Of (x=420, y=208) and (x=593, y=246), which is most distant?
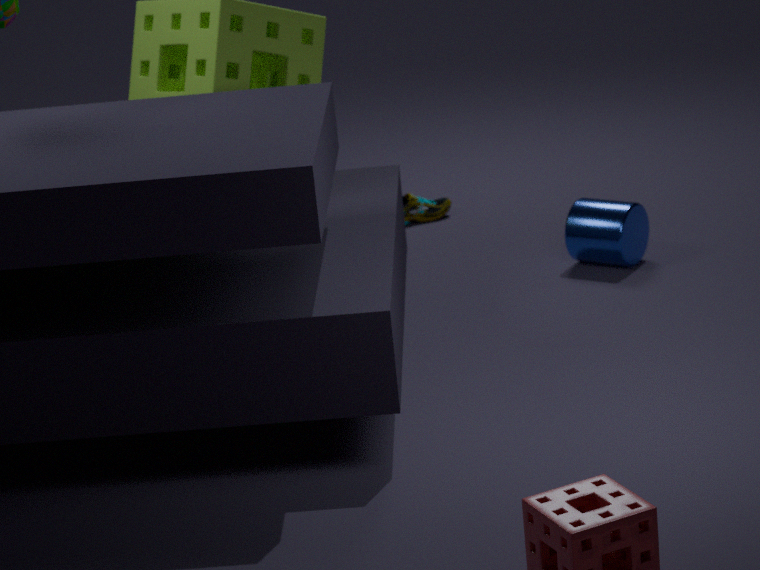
(x=420, y=208)
